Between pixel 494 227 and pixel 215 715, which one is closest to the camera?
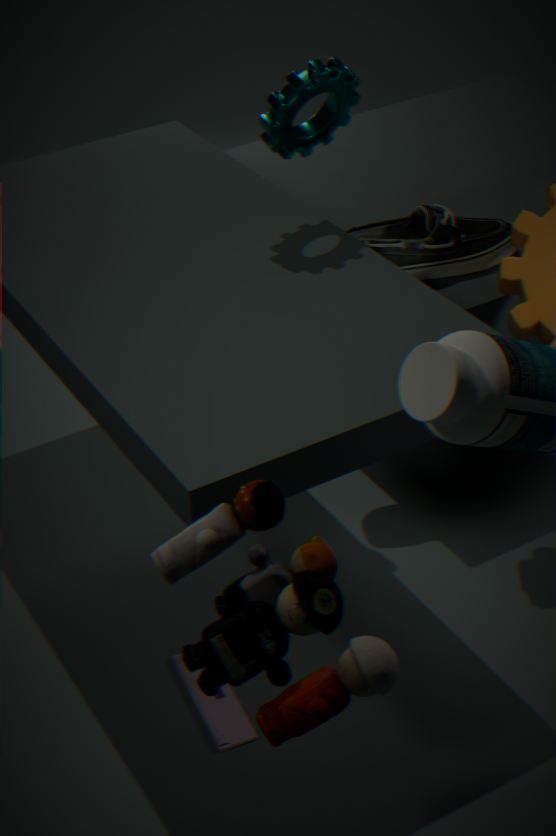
pixel 215 715
